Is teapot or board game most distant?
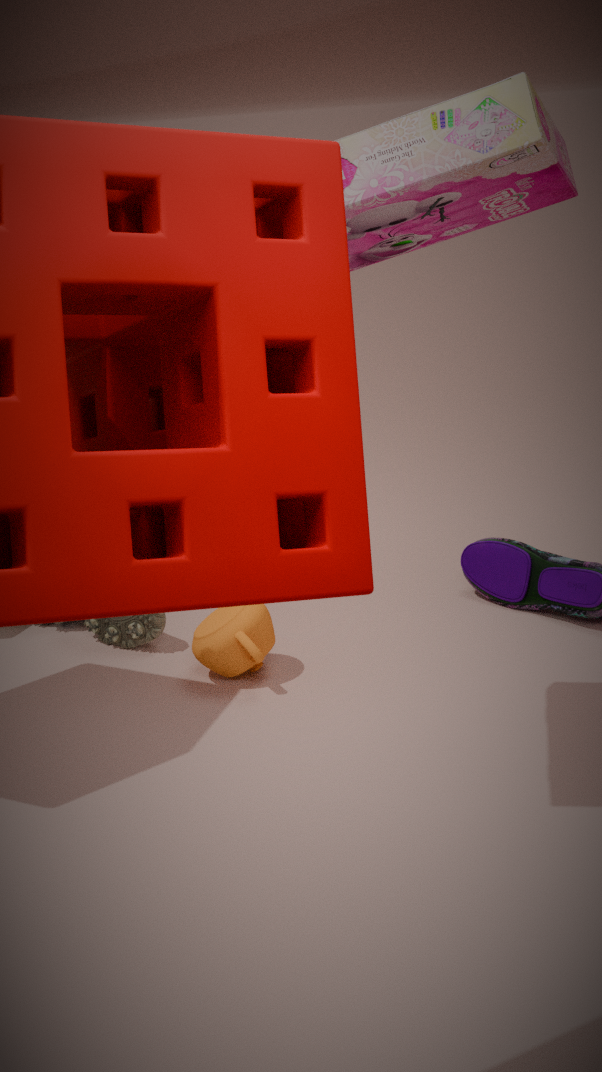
teapot
